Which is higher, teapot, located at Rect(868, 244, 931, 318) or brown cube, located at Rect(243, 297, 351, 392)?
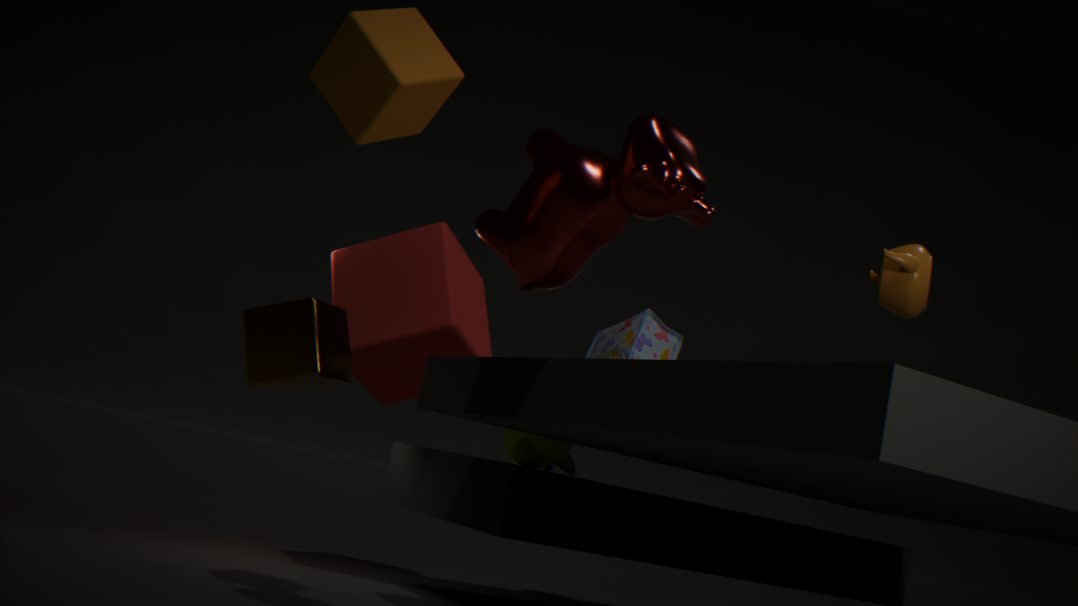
teapot, located at Rect(868, 244, 931, 318)
